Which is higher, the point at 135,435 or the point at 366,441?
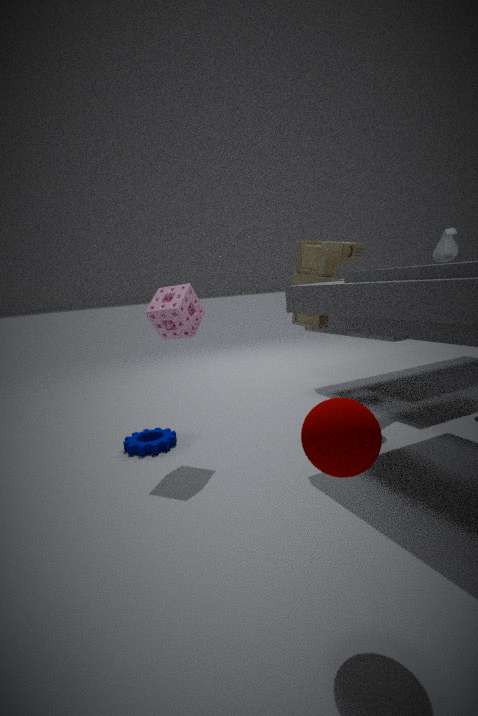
the point at 366,441
